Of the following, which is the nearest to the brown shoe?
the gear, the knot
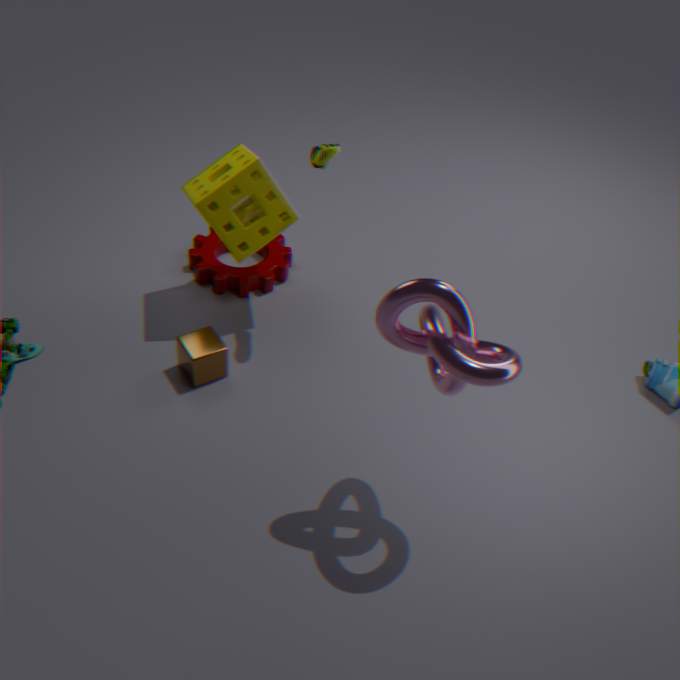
the gear
